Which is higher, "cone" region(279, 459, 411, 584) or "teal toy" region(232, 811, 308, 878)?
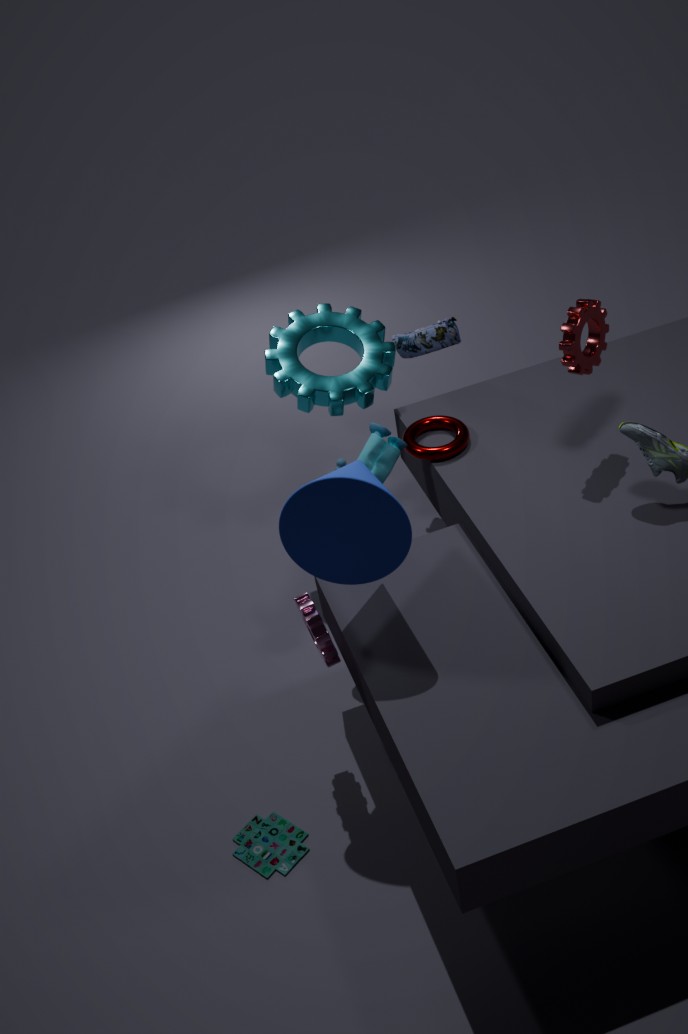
"cone" region(279, 459, 411, 584)
